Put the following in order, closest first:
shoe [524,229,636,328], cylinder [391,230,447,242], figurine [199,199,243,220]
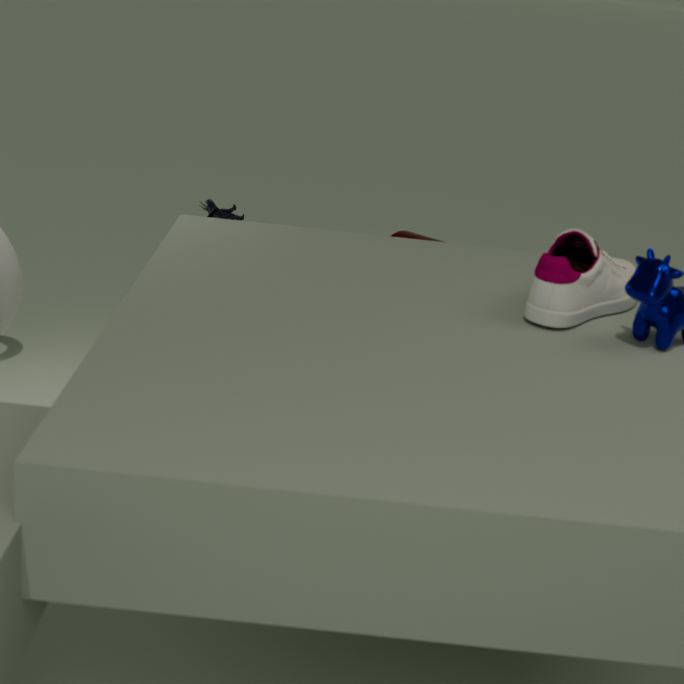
shoe [524,229,636,328], cylinder [391,230,447,242], figurine [199,199,243,220]
